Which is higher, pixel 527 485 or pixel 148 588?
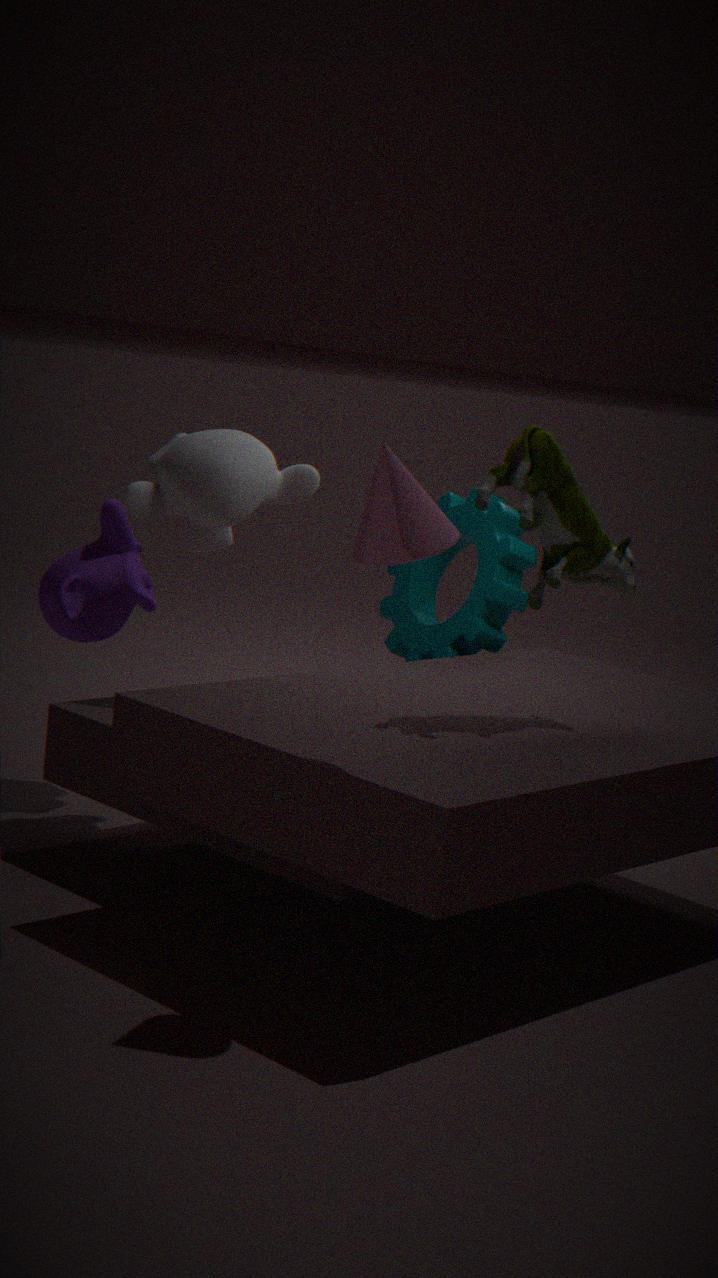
pixel 527 485
